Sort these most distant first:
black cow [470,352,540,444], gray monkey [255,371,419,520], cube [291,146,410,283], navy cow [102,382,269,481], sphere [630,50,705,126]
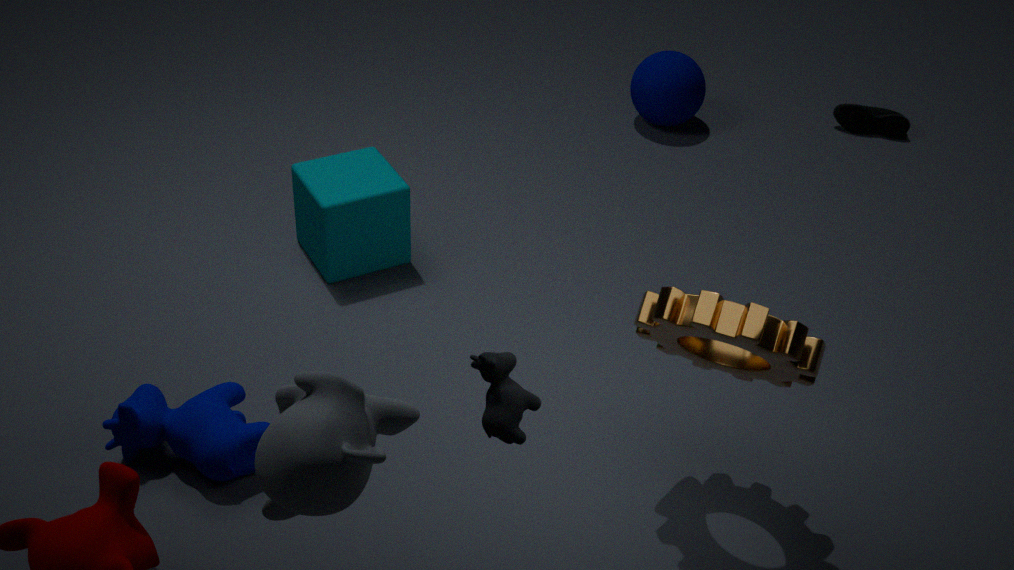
1. sphere [630,50,705,126]
2. cube [291,146,410,283]
3. navy cow [102,382,269,481]
4. black cow [470,352,540,444]
5. gray monkey [255,371,419,520]
